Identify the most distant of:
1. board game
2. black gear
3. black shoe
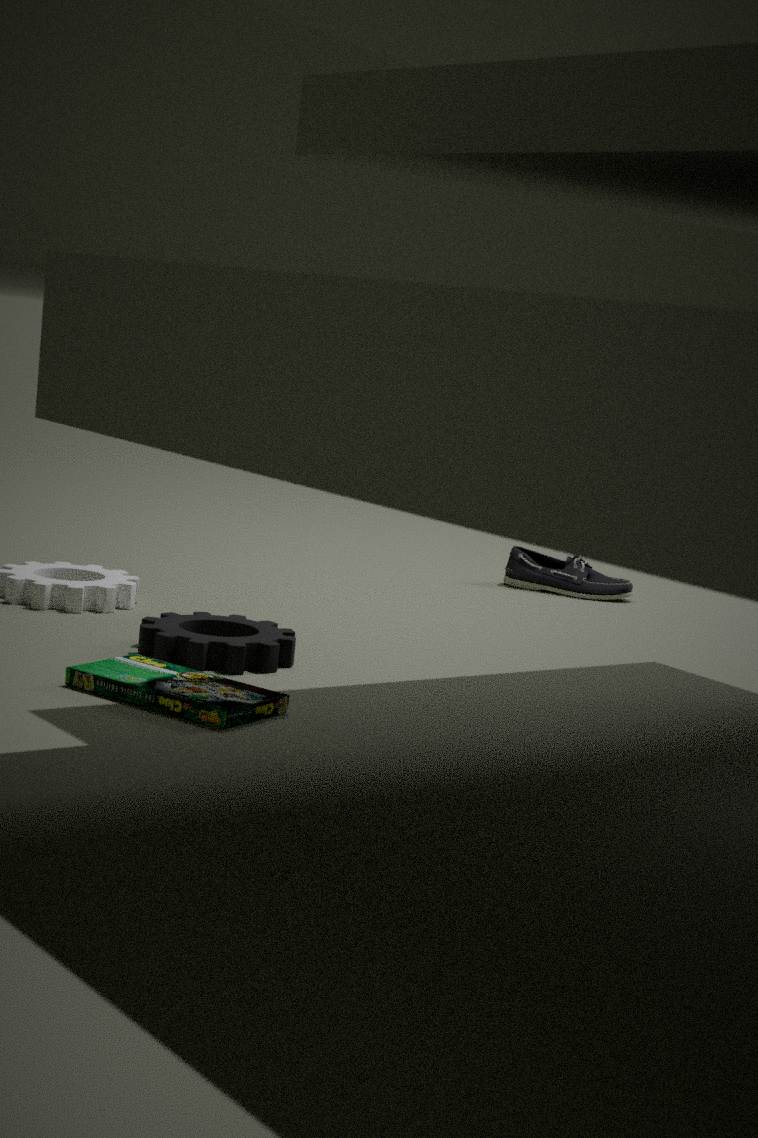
black shoe
